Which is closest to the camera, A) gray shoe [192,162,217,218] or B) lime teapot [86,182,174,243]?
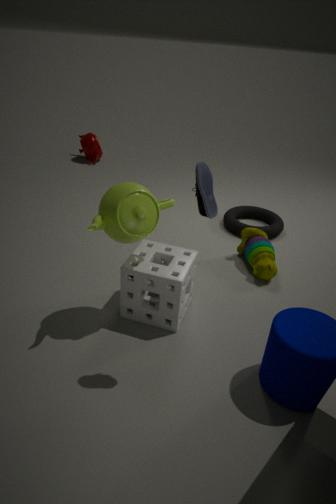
A. gray shoe [192,162,217,218]
